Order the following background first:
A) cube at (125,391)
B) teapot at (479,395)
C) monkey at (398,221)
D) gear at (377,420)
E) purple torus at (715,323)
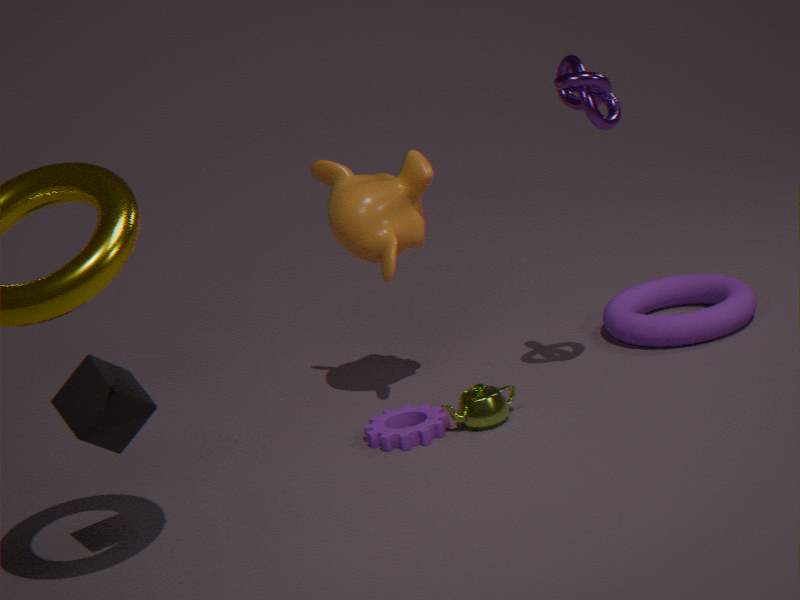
purple torus at (715,323) < monkey at (398,221) < teapot at (479,395) < gear at (377,420) < cube at (125,391)
